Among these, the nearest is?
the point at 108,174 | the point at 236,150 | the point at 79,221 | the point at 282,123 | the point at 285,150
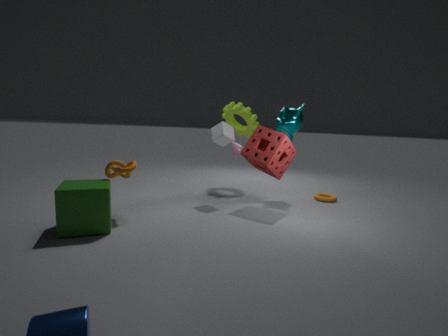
the point at 79,221
